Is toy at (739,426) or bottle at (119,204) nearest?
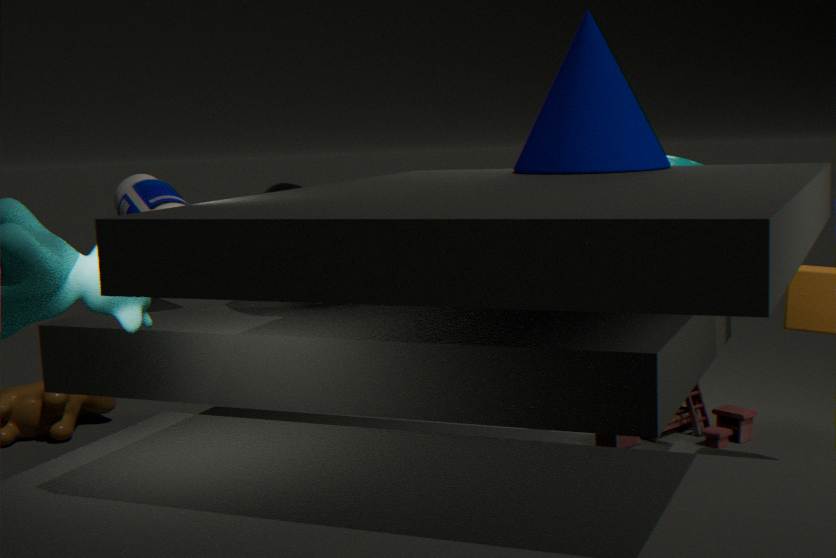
bottle at (119,204)
